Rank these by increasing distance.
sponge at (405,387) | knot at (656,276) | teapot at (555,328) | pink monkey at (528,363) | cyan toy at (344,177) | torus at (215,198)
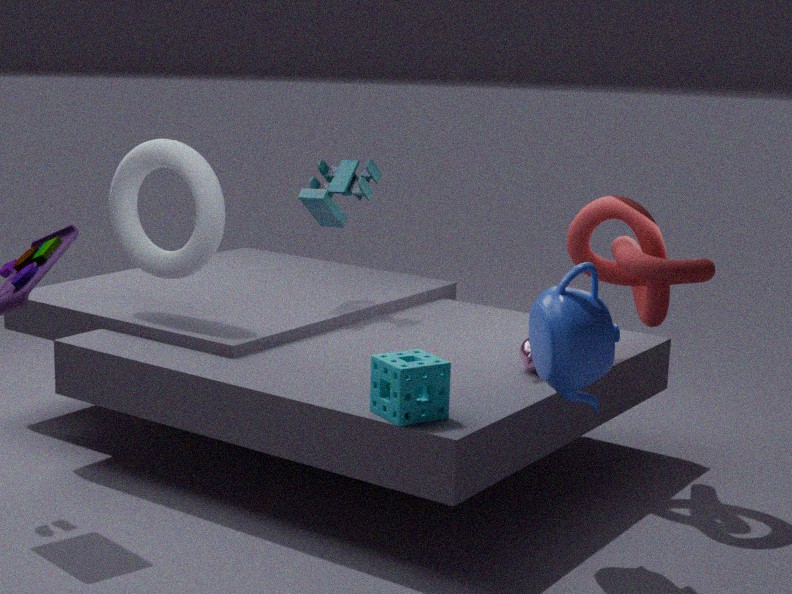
teapot at (555,328), sponge at (405,387), pink monkey at (528,363), knot at (656,276), torus at (215,198), cyan toy at (344,177)
